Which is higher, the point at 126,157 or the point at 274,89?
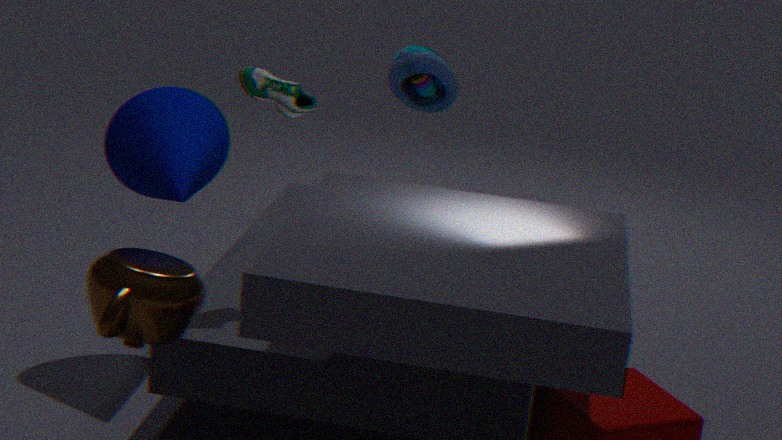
the point at 274,89
